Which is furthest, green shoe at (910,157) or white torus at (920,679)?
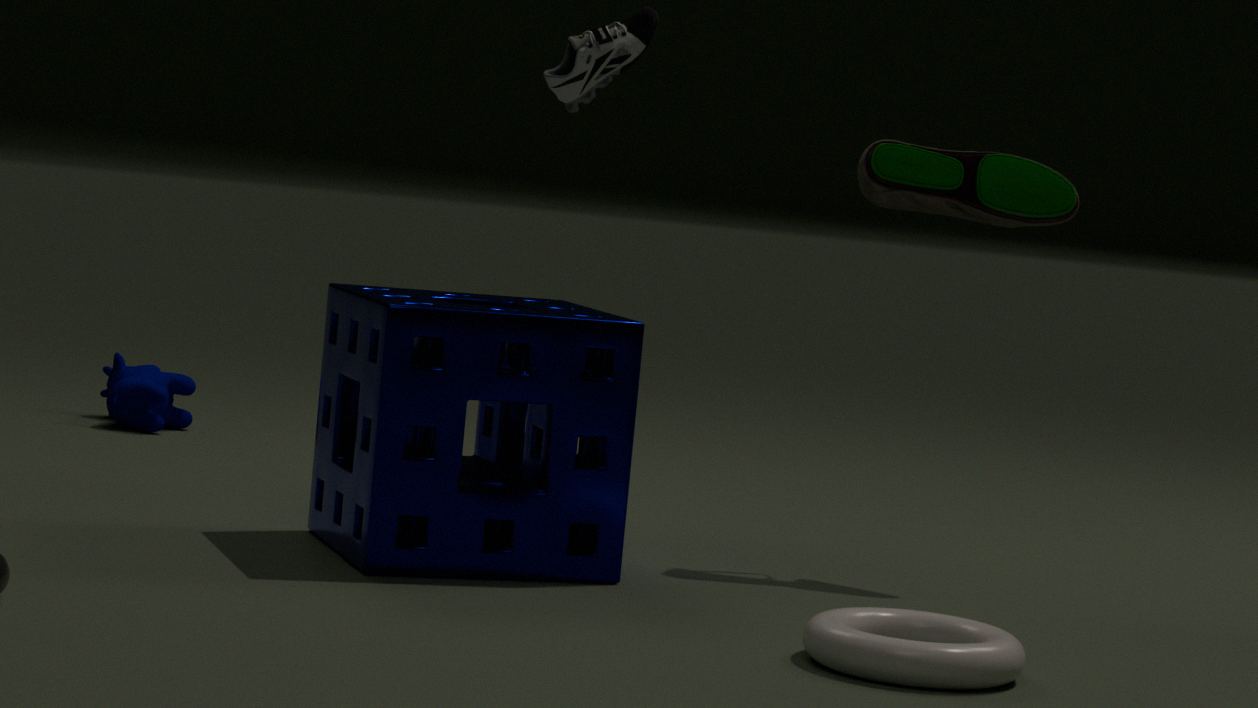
green shoe at (910,157)
